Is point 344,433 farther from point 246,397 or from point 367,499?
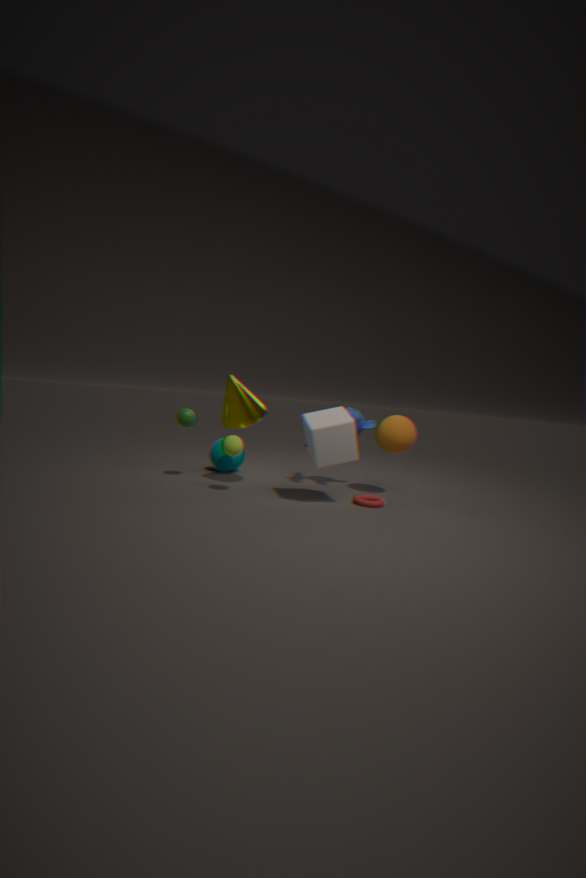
point 246,397
